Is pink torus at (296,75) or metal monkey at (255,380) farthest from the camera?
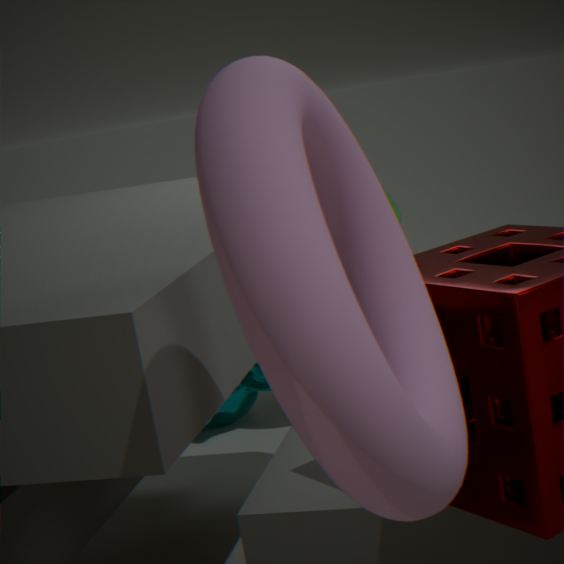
metal monkey at (255,380)
